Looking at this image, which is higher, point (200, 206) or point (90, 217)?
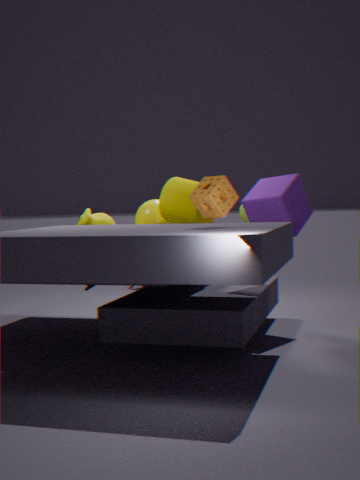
point (200, 206)
